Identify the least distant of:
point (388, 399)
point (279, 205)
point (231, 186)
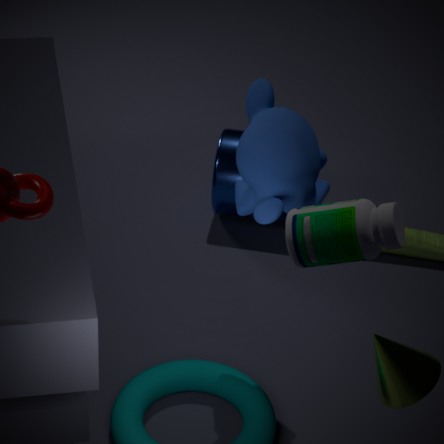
point (279, 205)
